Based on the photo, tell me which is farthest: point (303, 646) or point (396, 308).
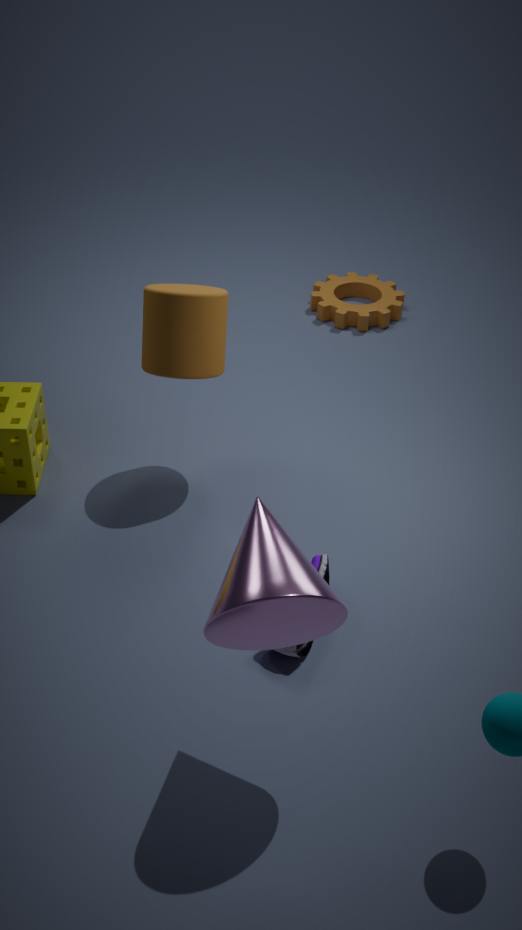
point (396, 308)
